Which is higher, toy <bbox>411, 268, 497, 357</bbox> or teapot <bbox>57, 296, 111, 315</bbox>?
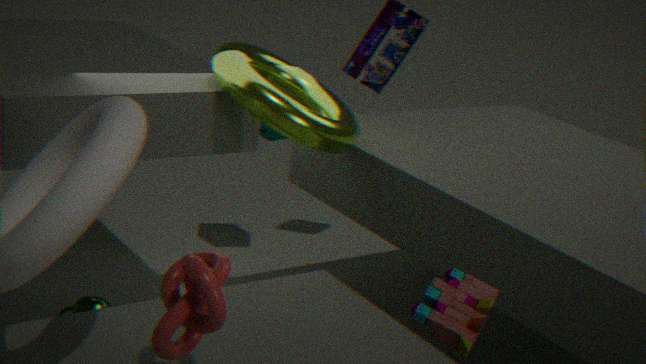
toy <bbox>411, 268, 497, 357</bbox>
